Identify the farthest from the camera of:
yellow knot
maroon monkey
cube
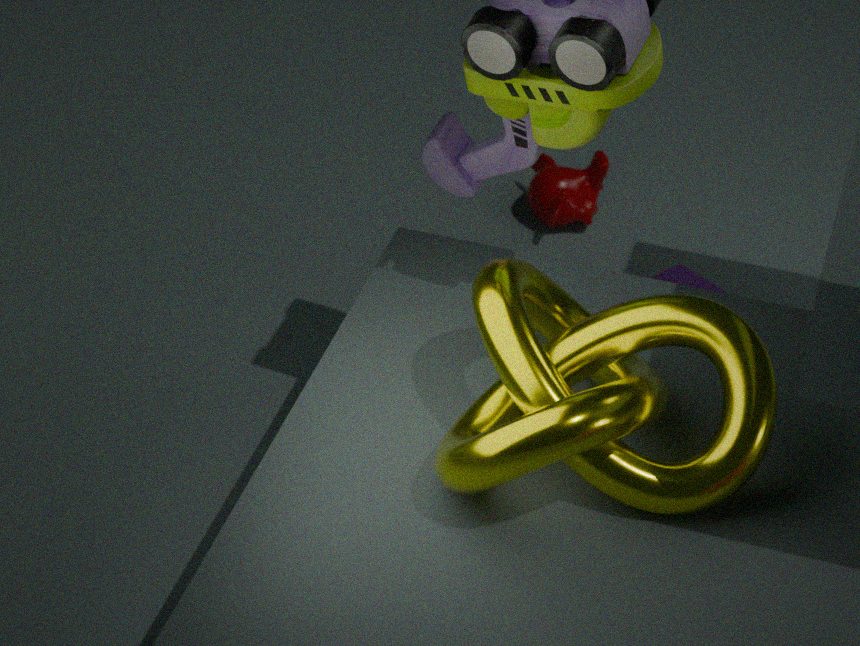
maroon monkey
